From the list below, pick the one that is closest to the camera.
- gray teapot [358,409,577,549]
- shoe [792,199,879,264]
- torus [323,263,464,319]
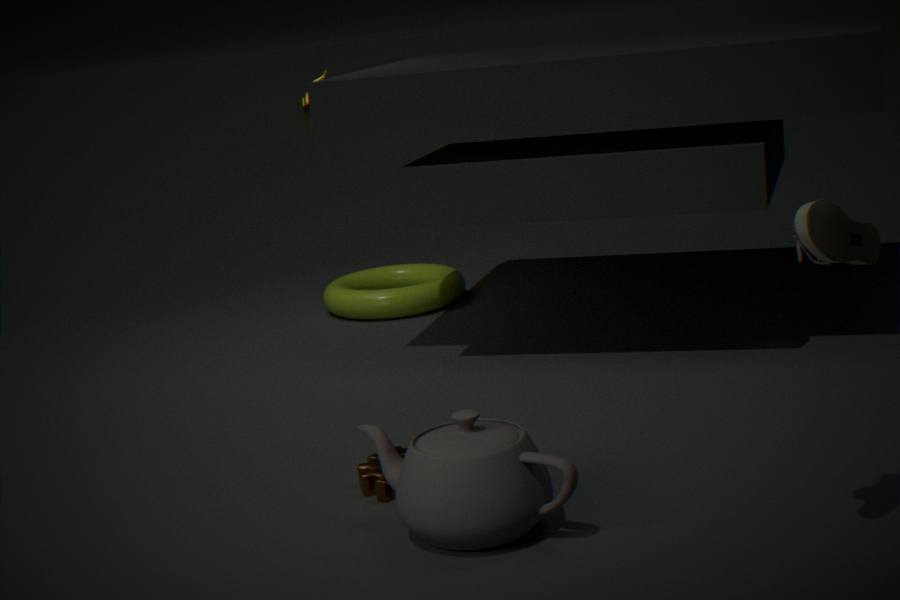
shoe [792,199,879,264]
